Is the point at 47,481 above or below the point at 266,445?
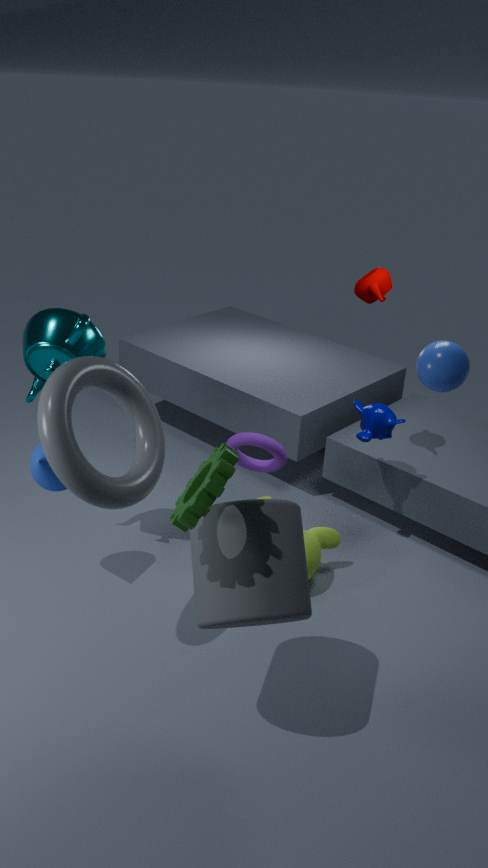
above
